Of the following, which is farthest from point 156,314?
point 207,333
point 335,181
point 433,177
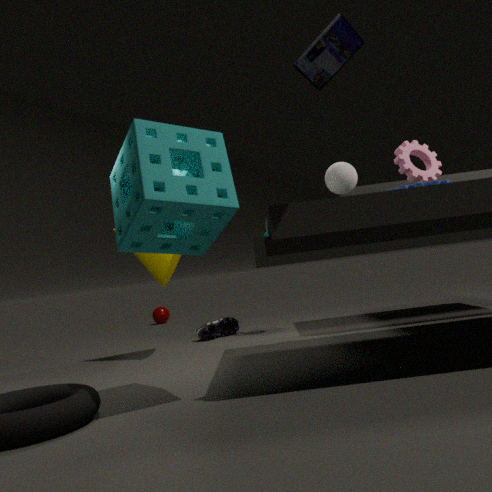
point 433,177
